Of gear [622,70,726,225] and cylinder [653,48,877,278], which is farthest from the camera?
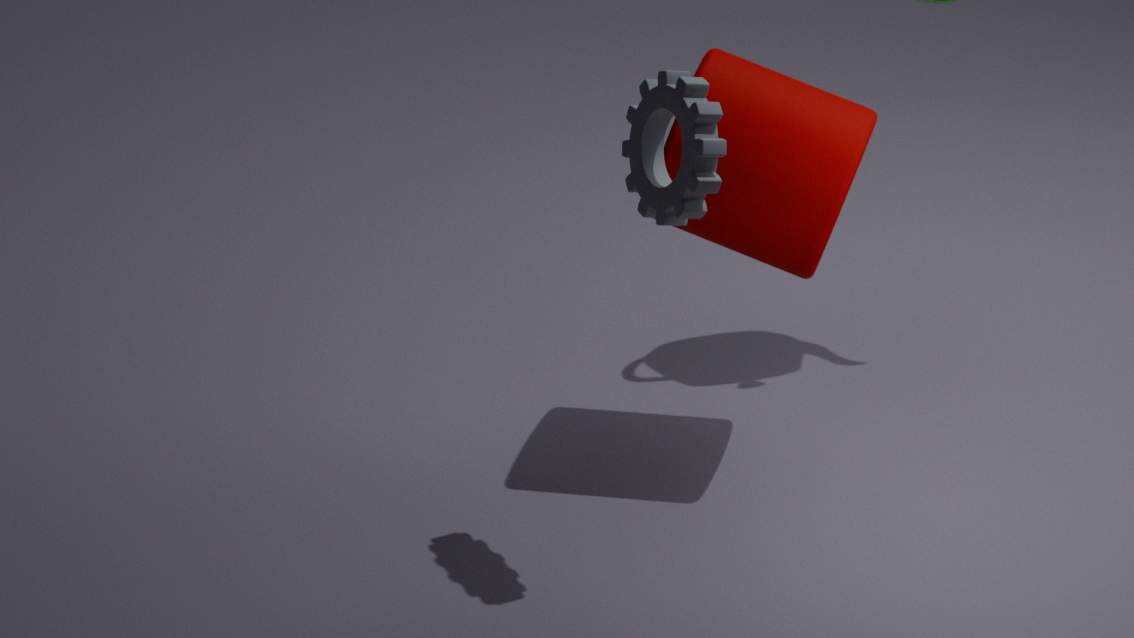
cylinder [653,48,877,278]
